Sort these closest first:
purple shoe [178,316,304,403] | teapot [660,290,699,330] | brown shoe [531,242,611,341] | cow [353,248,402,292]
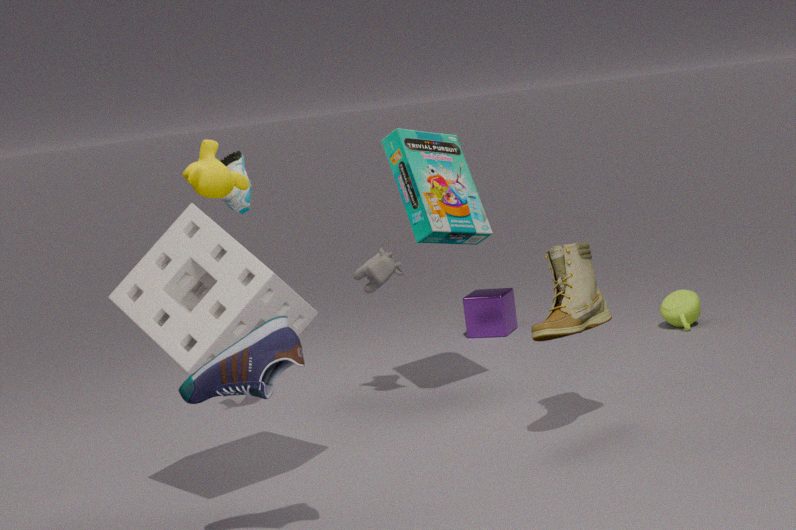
purple shoe [178,316,304,403] < brown shoe [531,242,611,341] < cow [353,248,402,292] < teapot [660,290,699,330]
